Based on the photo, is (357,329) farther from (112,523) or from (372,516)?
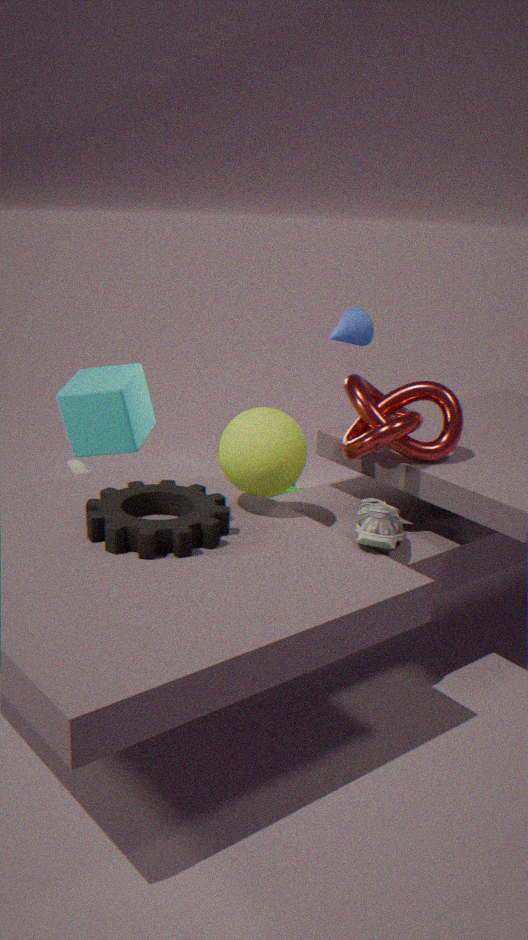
(112,523)
